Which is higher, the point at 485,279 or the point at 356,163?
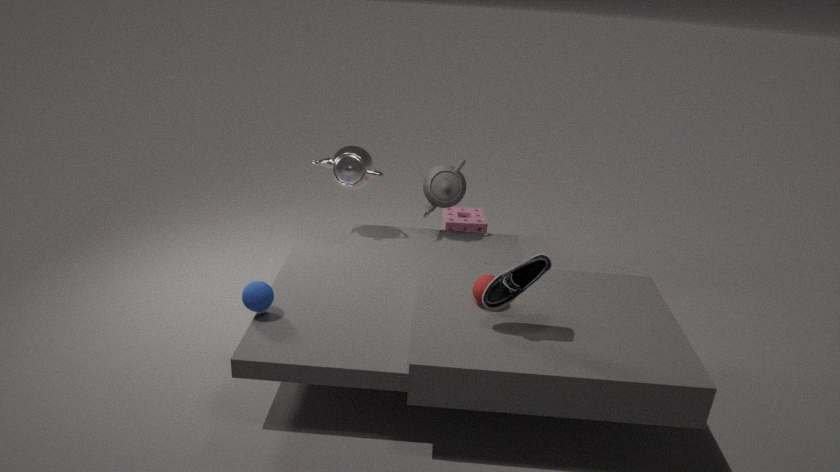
the point at 356,163
